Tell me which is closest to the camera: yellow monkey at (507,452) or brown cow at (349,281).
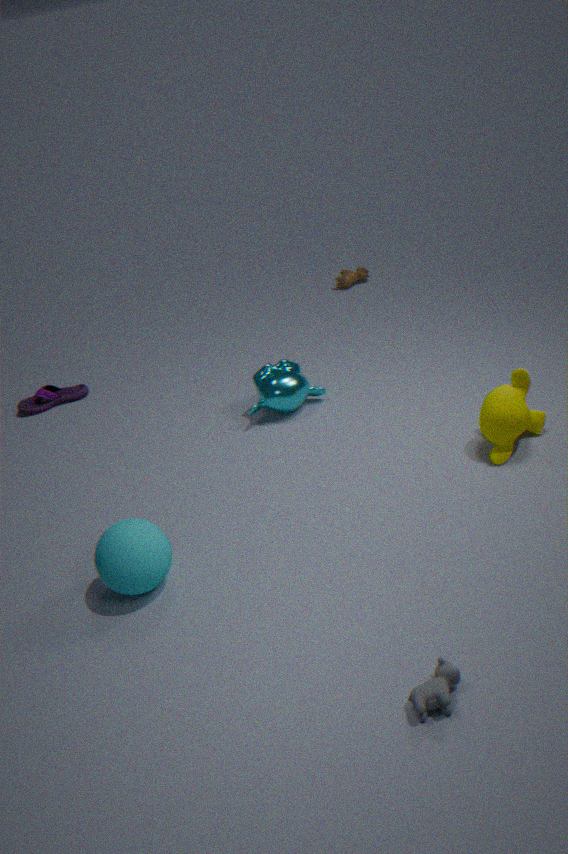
yellow monkey at (507,452)
